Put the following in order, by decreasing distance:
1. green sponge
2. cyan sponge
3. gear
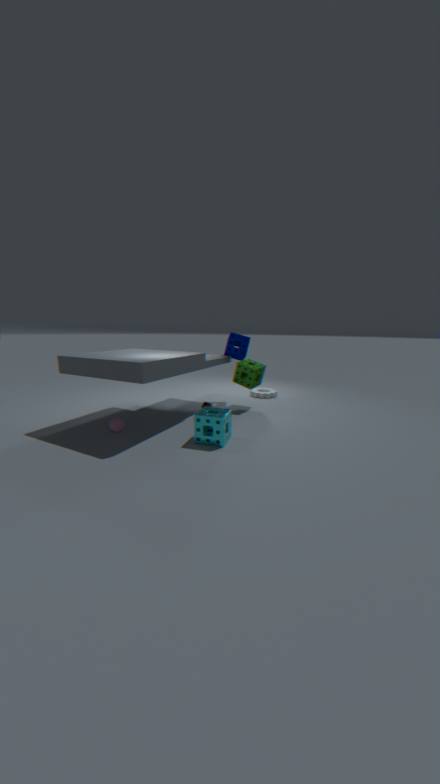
gear < green sponge < cyan sponge
